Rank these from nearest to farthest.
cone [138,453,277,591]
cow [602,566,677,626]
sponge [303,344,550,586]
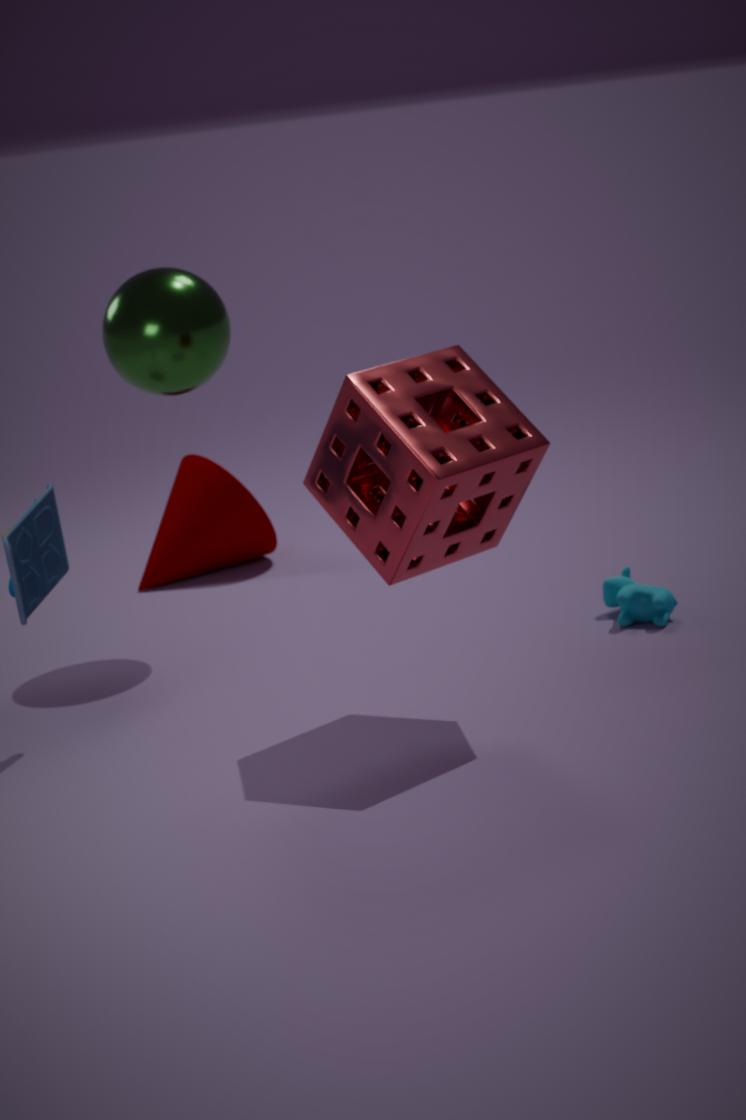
sponge [303,344,550,586] → cow [602,566,677,626] → cone [138,453,277,591]
